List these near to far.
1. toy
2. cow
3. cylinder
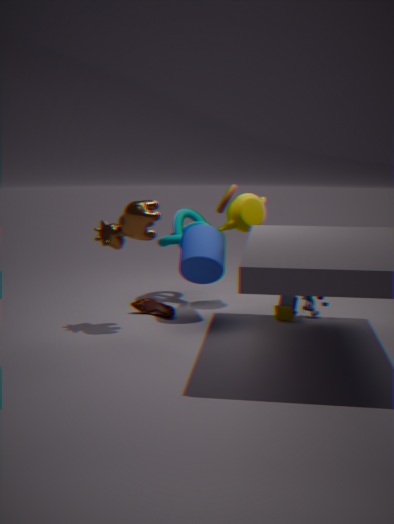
cow
cylinder
toy
